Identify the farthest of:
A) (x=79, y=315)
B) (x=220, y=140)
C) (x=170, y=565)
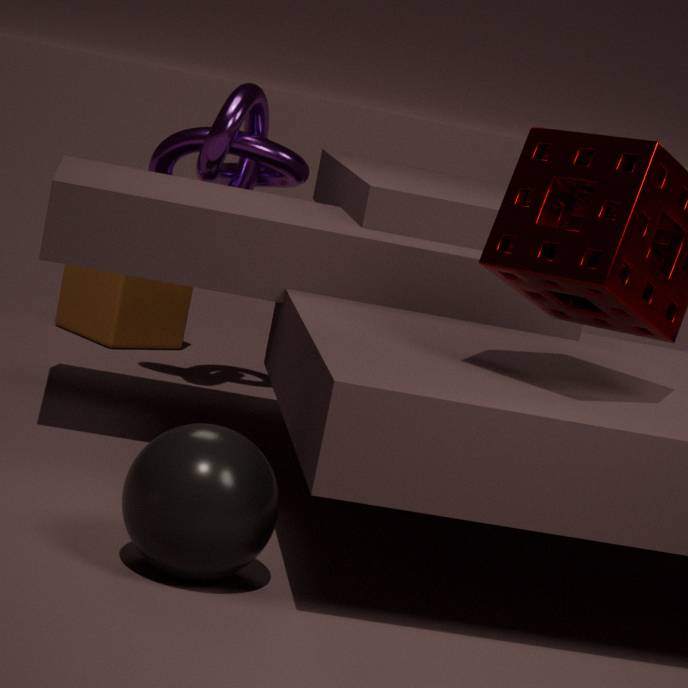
(x=79, y=315)
